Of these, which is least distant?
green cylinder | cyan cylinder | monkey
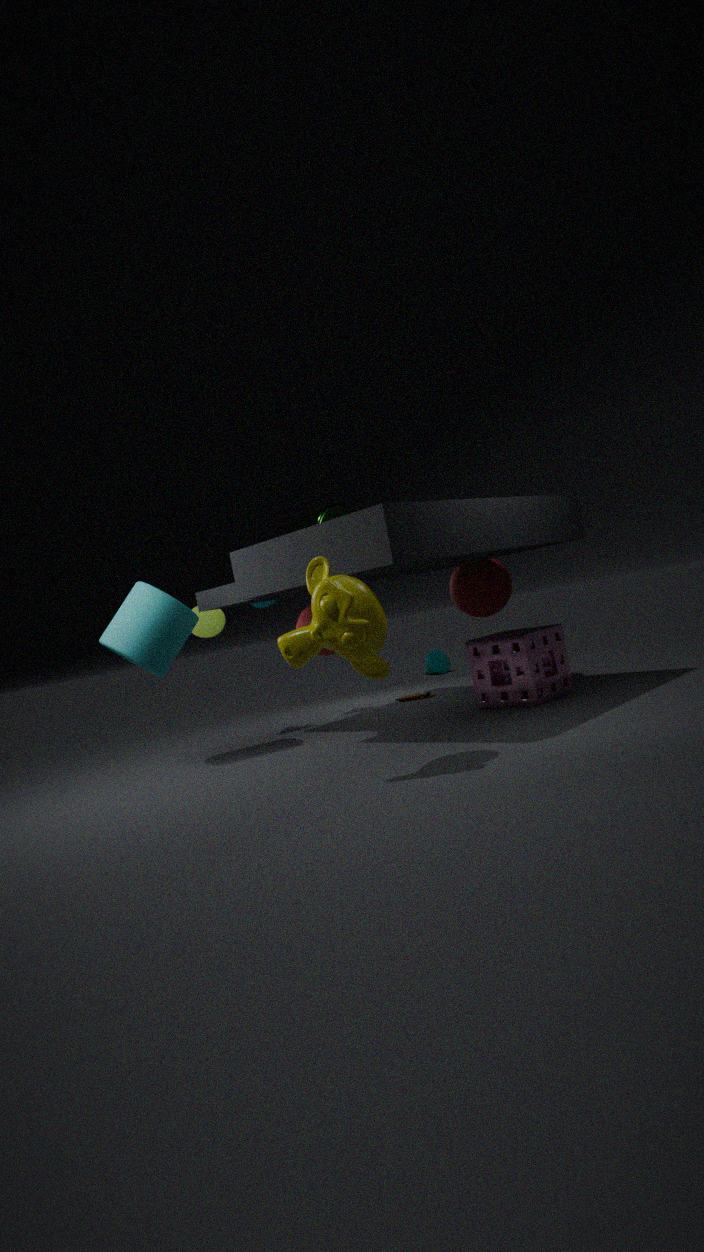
monkey
